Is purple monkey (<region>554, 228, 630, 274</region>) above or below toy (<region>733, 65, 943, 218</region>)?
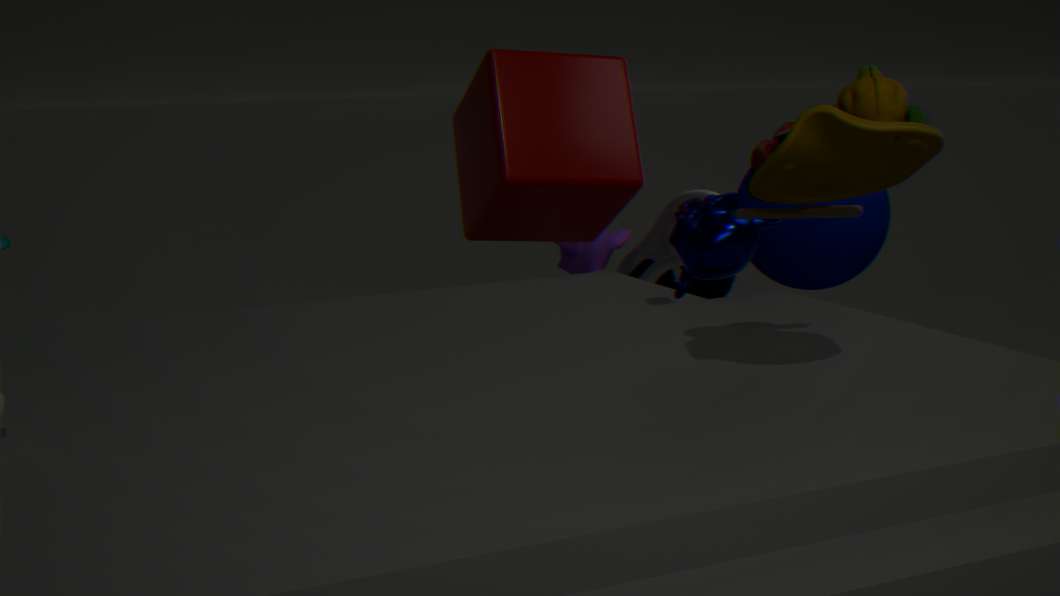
below
